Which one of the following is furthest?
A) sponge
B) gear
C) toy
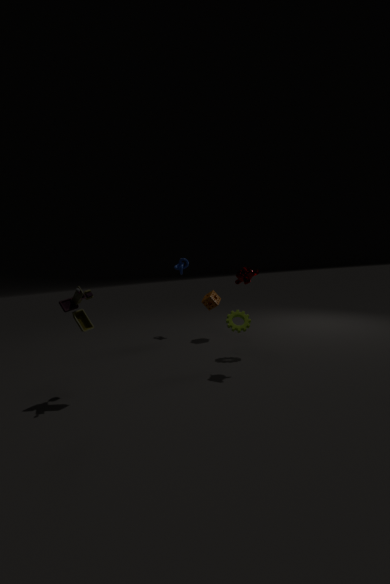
sponge
